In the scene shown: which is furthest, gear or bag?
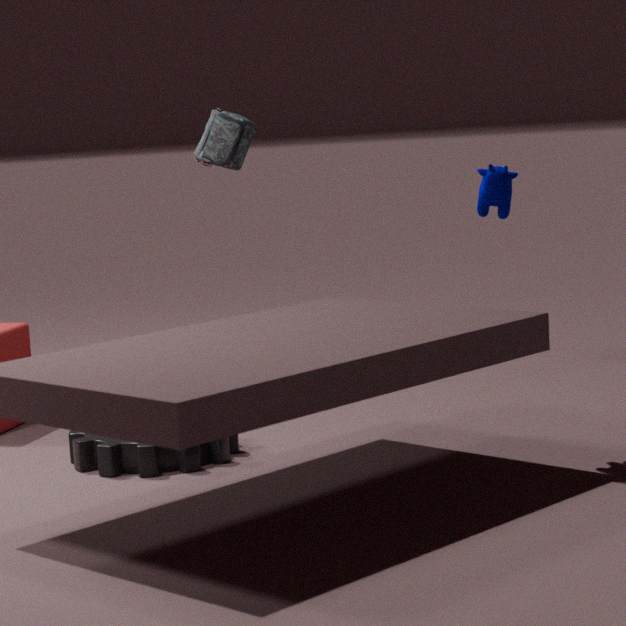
bag
